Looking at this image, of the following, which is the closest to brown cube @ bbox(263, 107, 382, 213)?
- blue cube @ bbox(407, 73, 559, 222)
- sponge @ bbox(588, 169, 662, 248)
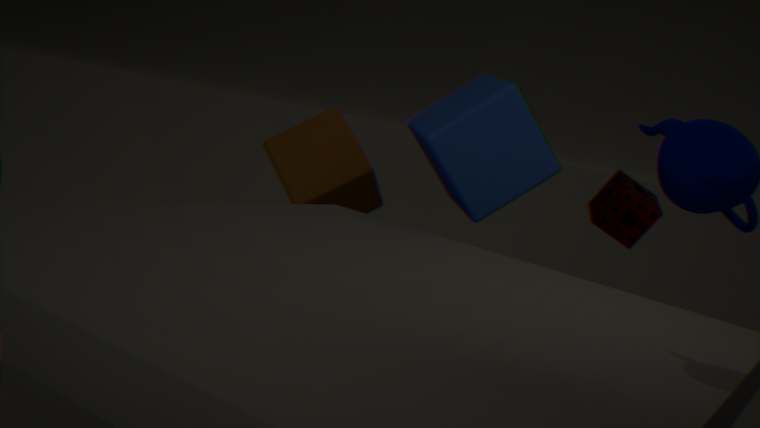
blue cube @ bbox(407, 73, 559, 222)
